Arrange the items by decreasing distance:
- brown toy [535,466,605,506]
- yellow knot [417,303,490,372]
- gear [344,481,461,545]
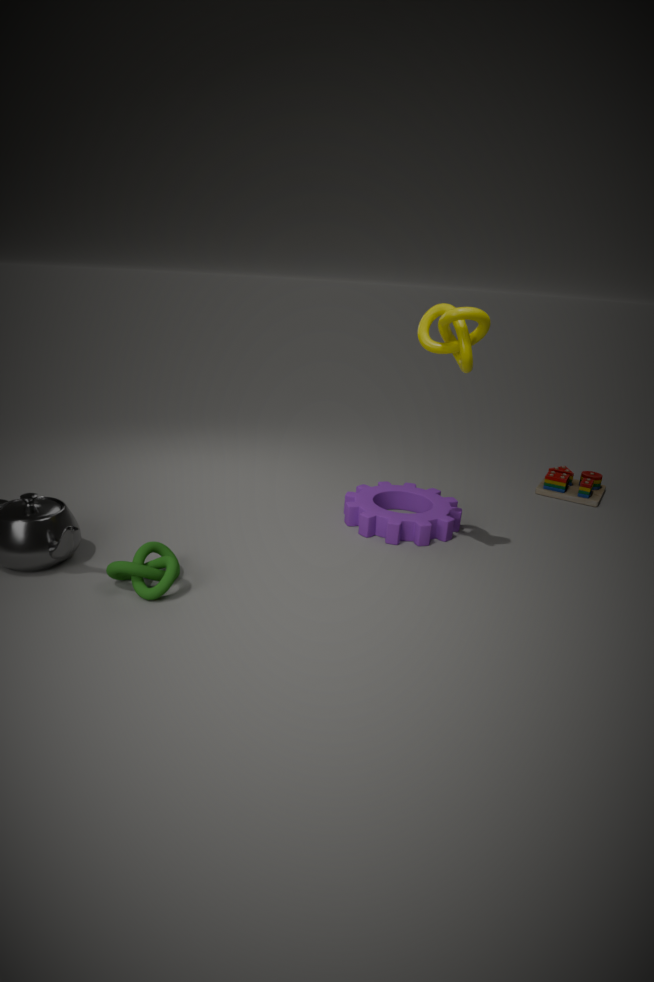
brown toy [535,466,605,506] < gear [344,481,461,545] < yellow knot [417,303,490,372]
